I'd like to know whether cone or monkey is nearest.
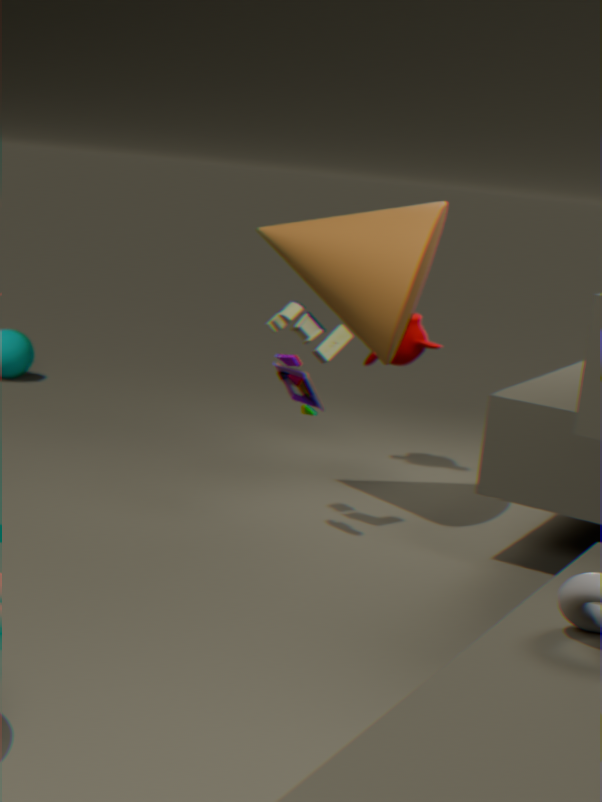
cone
